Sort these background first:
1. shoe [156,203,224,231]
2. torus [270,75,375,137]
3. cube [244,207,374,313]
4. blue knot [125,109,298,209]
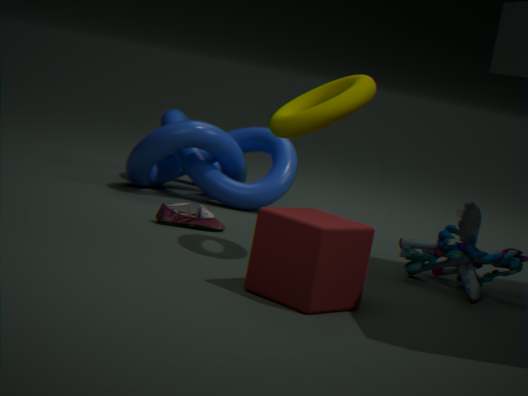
1. blue knot [125,109,298,209]
2. shoe [156,203,224,231]
3. torus [270,75,375,137]
4. cube [244,207,374,313]
